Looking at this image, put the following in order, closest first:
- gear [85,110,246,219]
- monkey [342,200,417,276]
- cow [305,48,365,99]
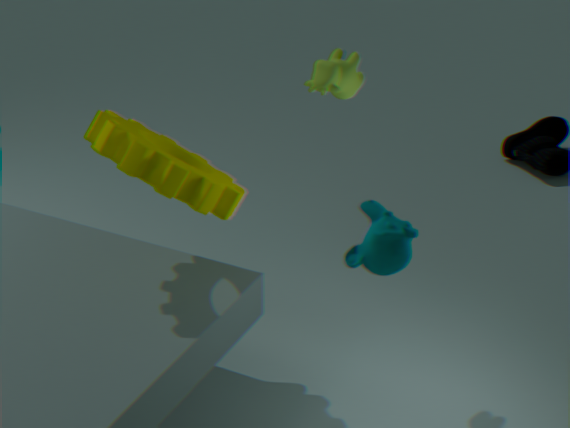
monkey [342,200,417,276]
gear [85,110,246,219]
cow [305,48,365,99]
